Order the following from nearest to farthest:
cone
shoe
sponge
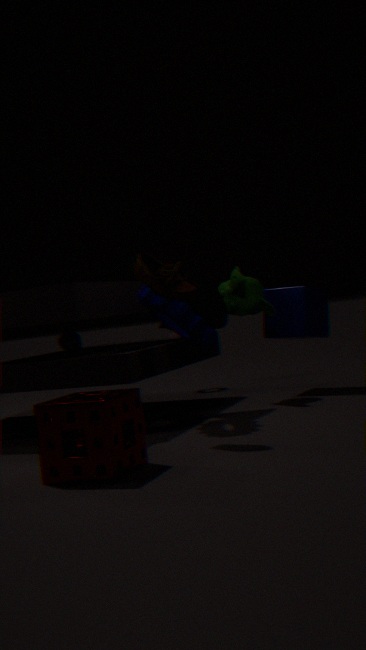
sponge < shoe < cone
